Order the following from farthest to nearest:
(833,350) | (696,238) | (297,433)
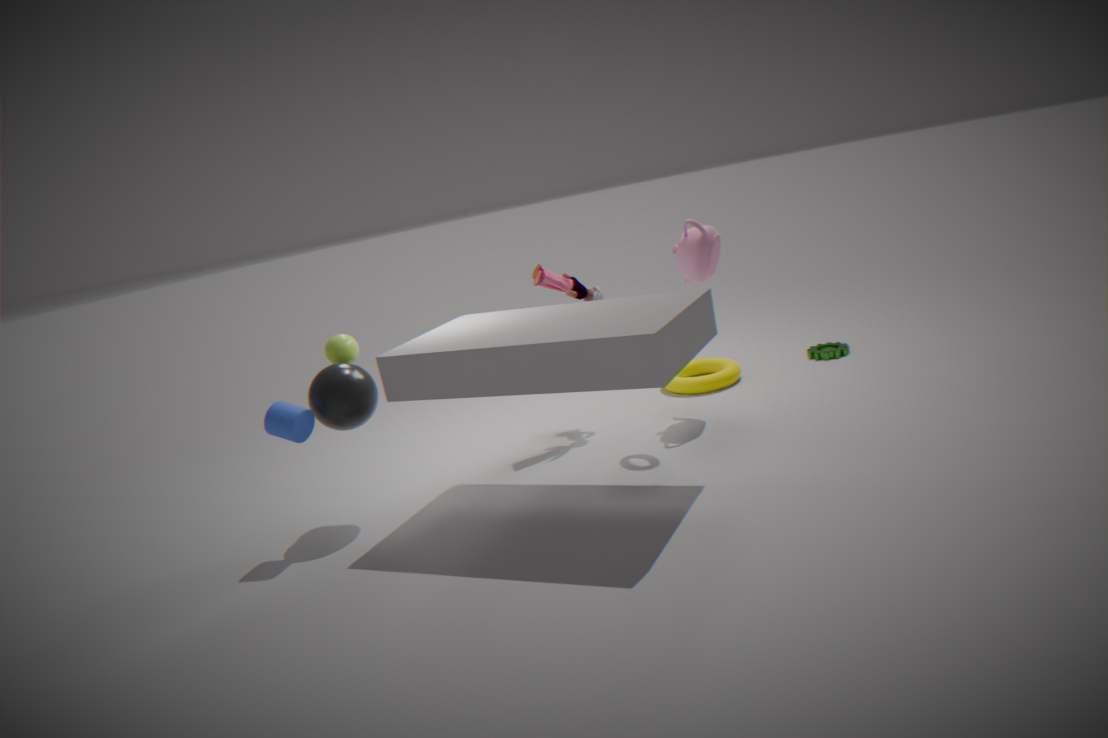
(833,350)
(696,238)
(297,433)
